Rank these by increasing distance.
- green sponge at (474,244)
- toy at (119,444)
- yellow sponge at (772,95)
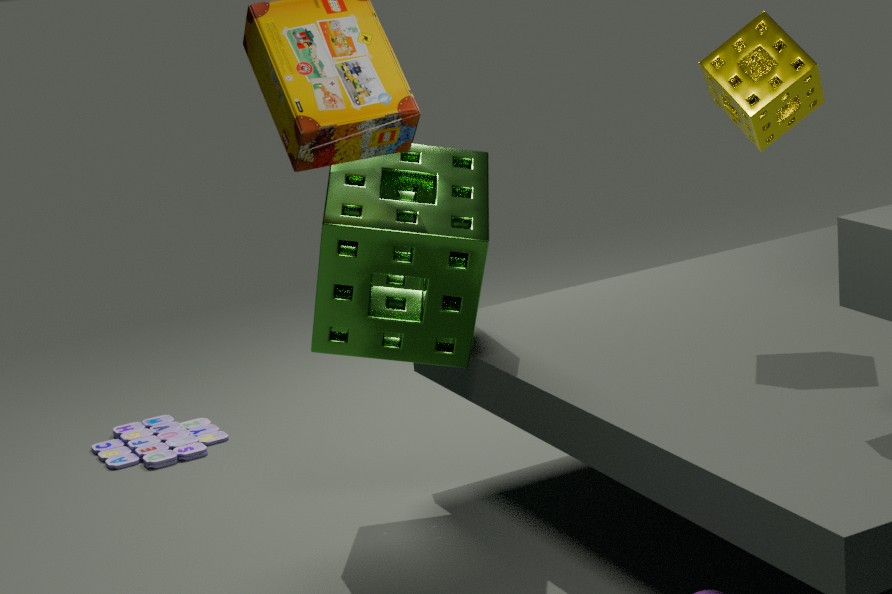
yellow sponge at (772,95) → green sponge at (474,244) → toy at (119,444)
